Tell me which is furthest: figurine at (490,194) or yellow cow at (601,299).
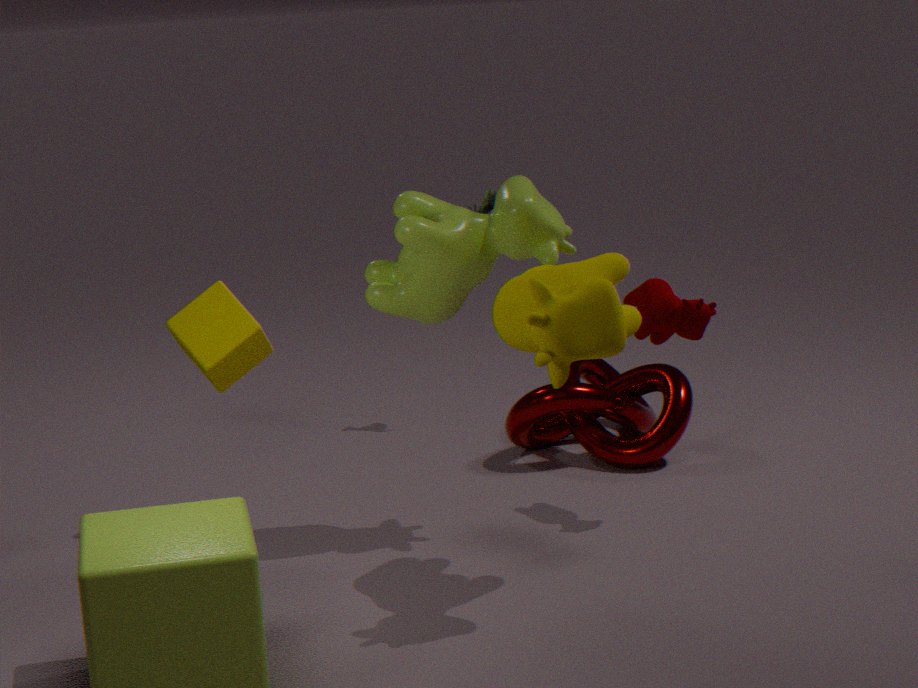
figurine at (490,194)
